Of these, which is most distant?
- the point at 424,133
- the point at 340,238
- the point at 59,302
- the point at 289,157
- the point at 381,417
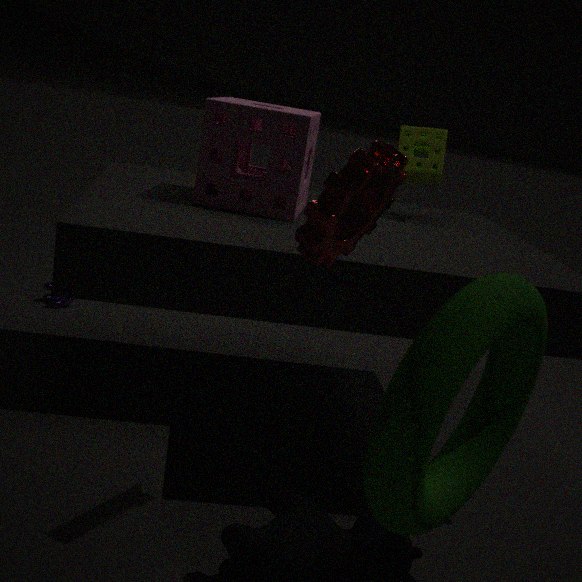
the point at 59,302
